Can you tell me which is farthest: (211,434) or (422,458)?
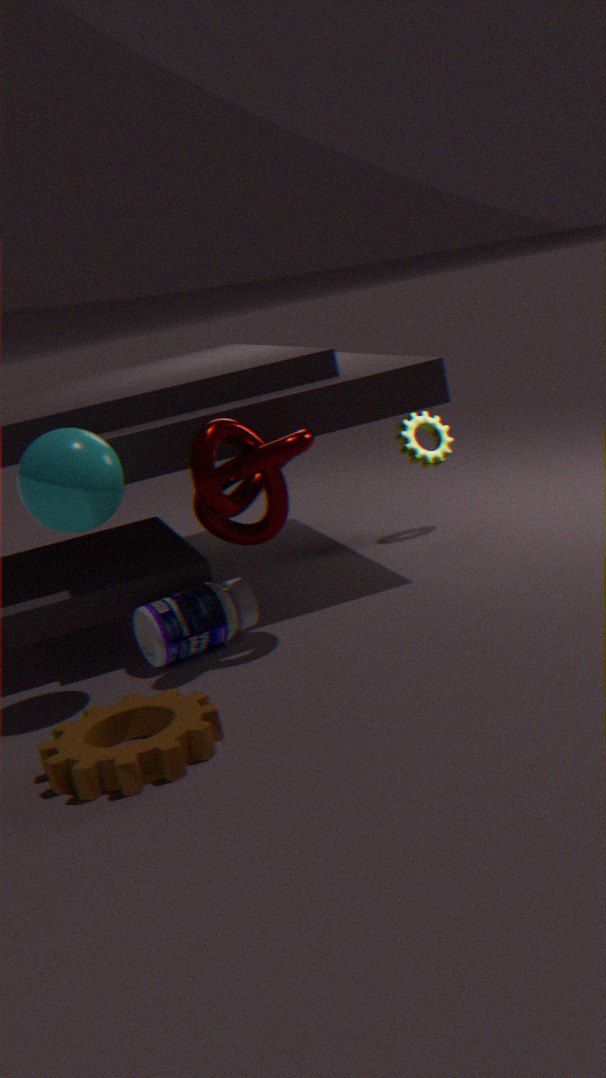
(422,458)
